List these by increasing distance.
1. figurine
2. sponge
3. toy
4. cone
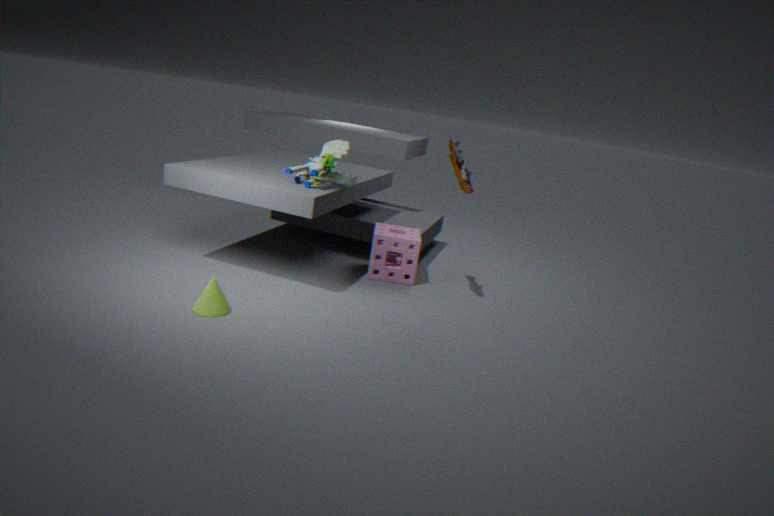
1. cone
2. figurine
3. toy
4. sponge
